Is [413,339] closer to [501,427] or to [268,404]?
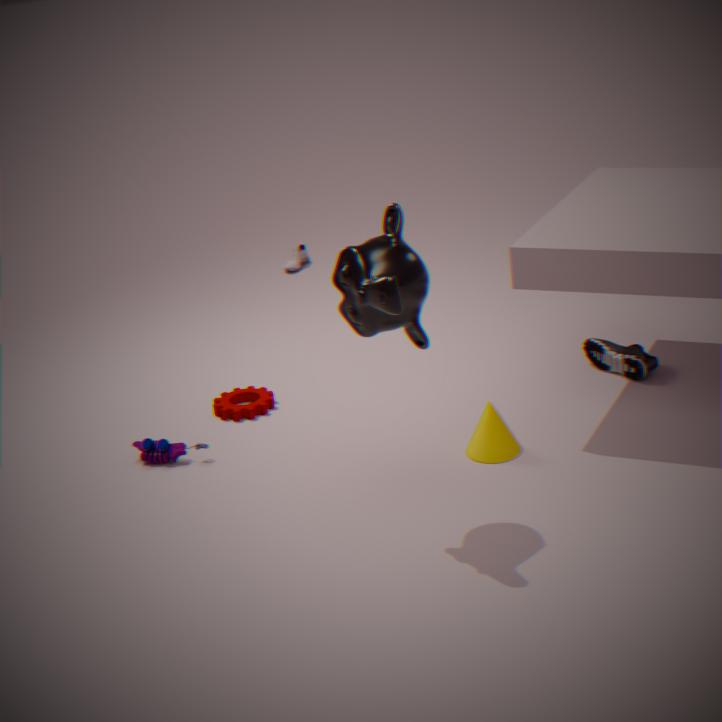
[501,427]
